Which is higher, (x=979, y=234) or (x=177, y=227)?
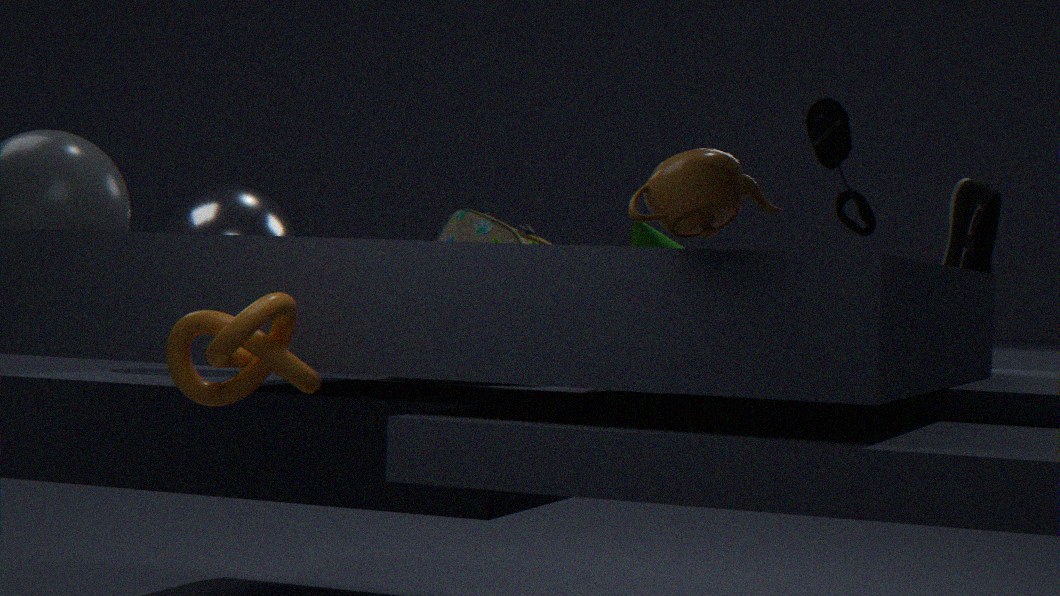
(x=979, y=234)
